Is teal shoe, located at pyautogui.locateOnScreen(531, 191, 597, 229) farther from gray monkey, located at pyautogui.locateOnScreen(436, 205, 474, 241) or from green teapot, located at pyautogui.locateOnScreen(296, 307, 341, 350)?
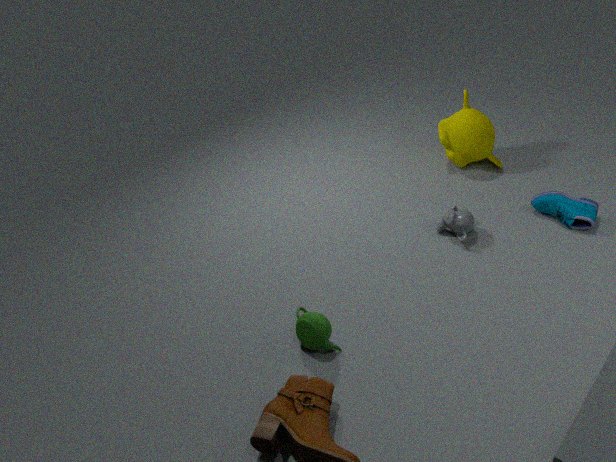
green teapot, located at pyautogui.locateOnScreen(296, 307, 341, 350)
